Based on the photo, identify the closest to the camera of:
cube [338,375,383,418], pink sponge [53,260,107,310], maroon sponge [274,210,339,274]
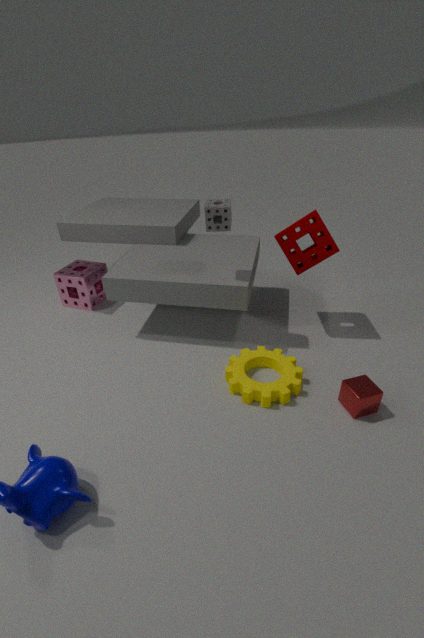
cube [338,375,383,418]
